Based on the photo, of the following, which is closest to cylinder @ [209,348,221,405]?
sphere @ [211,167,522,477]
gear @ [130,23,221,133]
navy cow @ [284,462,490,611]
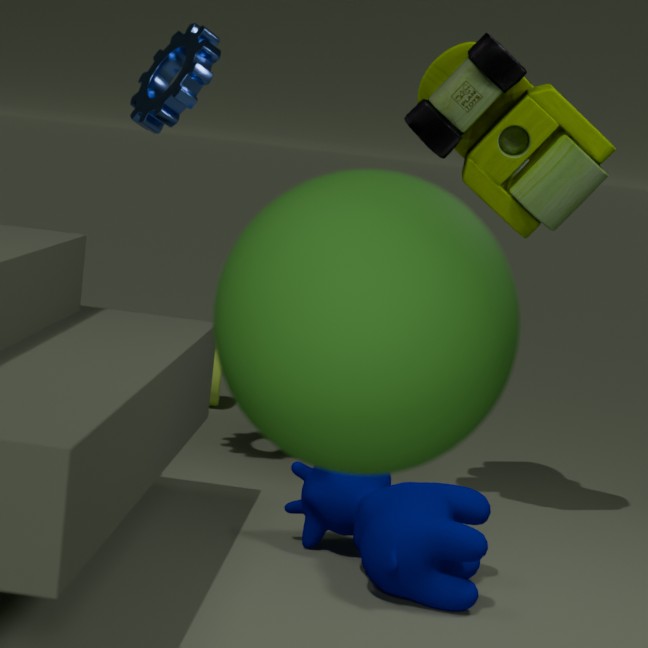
gear @ [130,23,221,133]
